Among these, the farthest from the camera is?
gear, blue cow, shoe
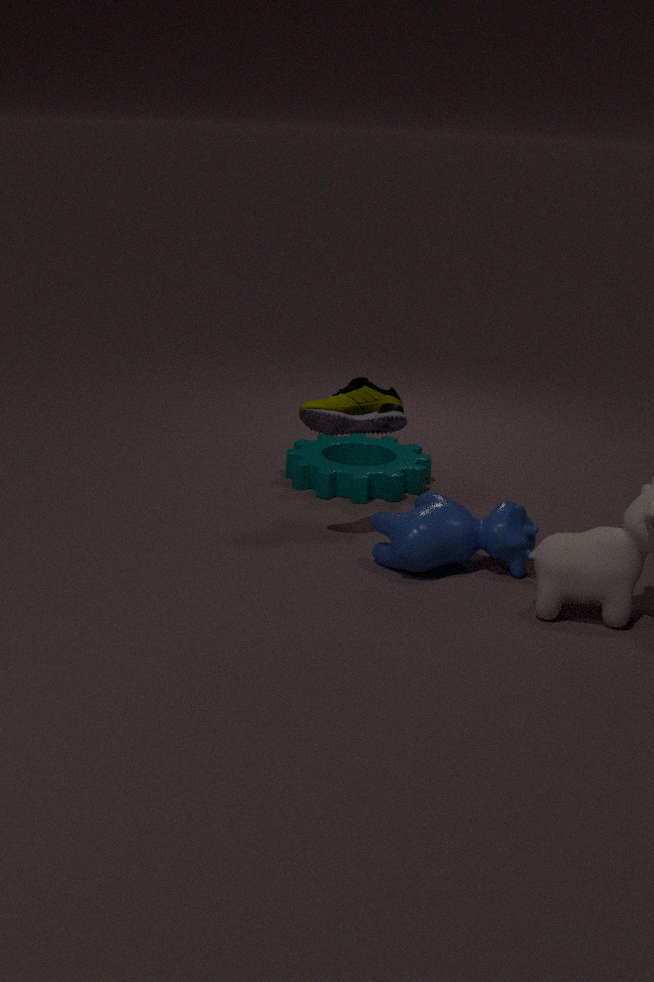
gear
